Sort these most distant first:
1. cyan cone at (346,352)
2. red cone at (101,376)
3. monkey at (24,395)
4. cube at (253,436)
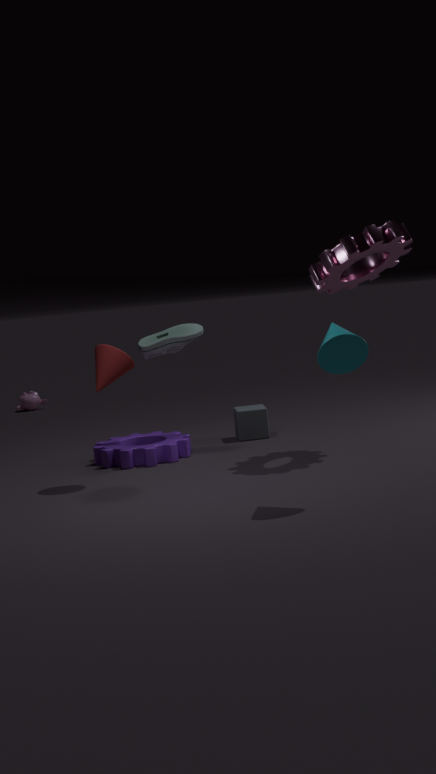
1. monkey at (24,395)
2. cube at (253,436)
3. red cone at (101,376)
4. cyan cone at (346,352)
